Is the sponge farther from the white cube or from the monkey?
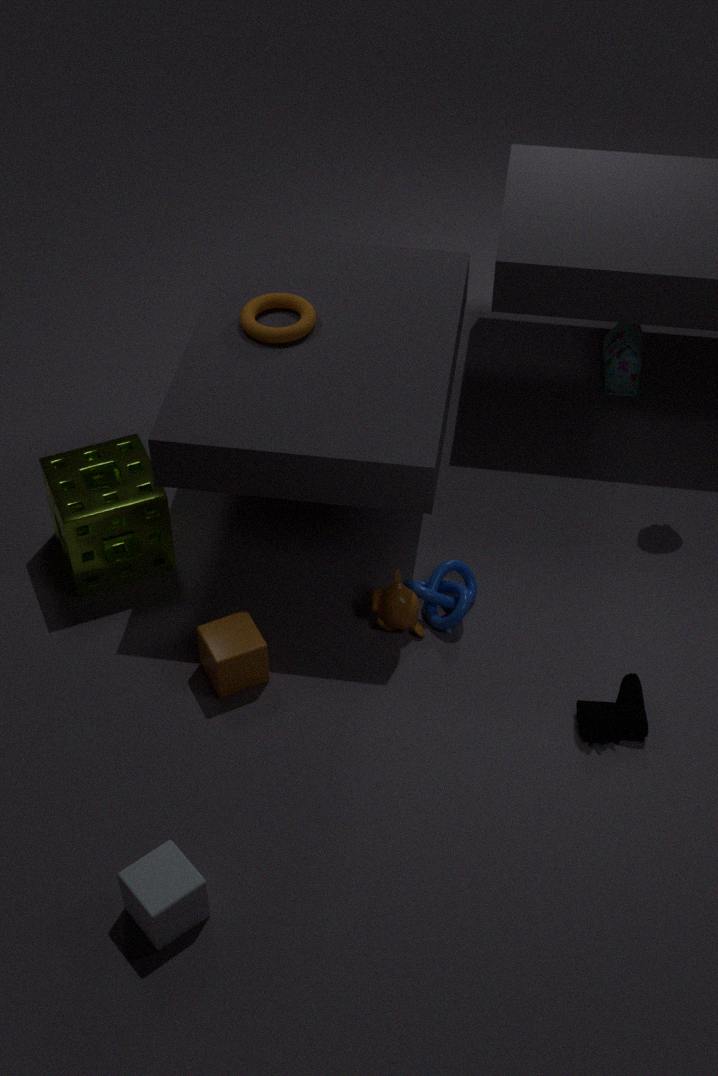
the white cube
